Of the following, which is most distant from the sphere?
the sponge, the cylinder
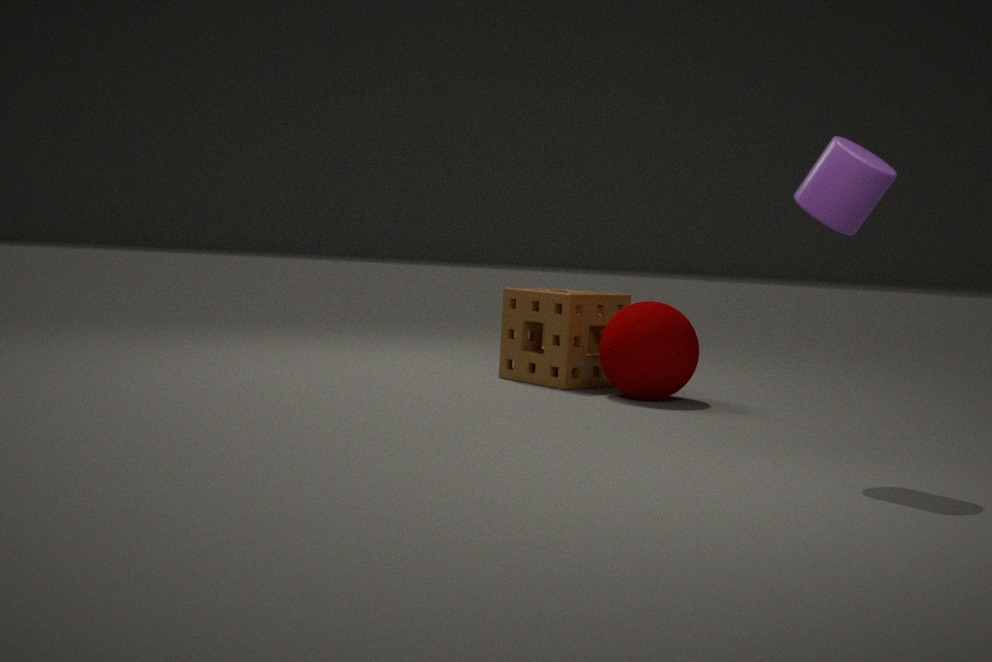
the cylinder
